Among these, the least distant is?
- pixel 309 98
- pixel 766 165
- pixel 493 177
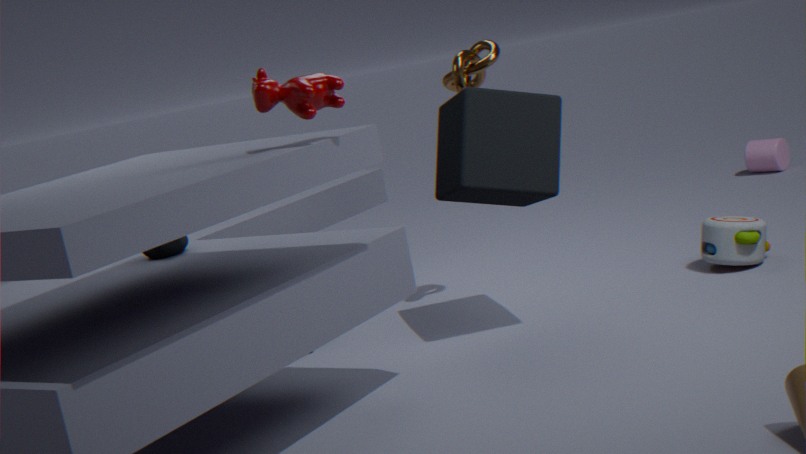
pixel 309 98
